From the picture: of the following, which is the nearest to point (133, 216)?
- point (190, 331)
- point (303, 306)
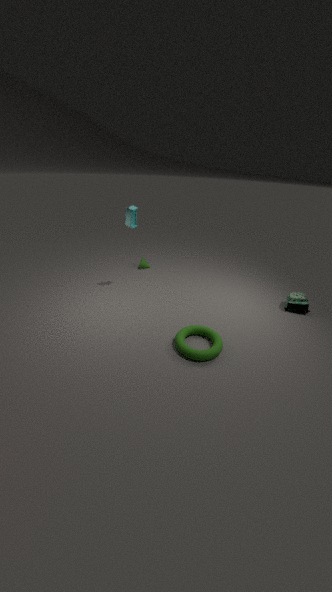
point (190, 331)
